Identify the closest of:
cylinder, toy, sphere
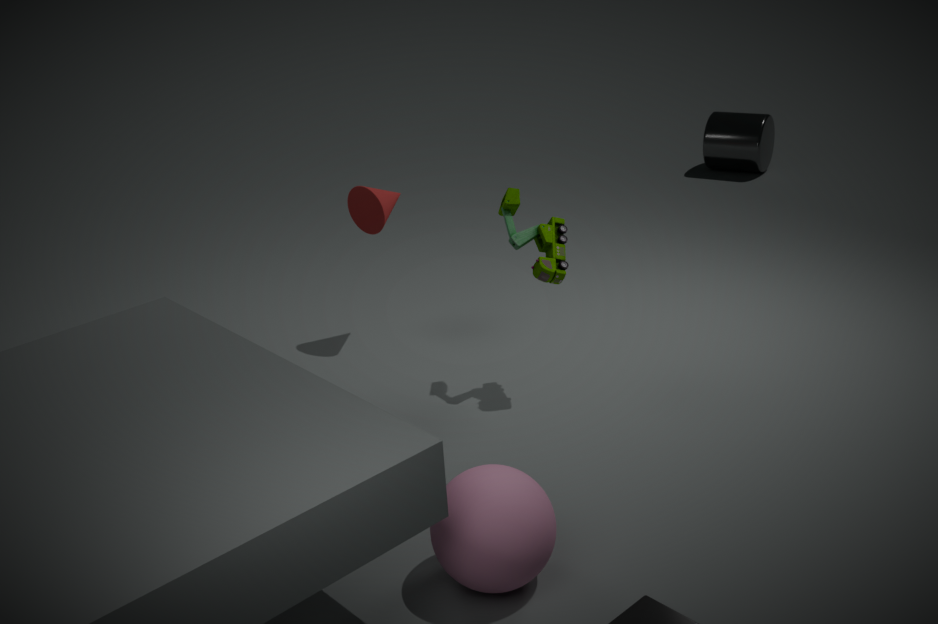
sphere
